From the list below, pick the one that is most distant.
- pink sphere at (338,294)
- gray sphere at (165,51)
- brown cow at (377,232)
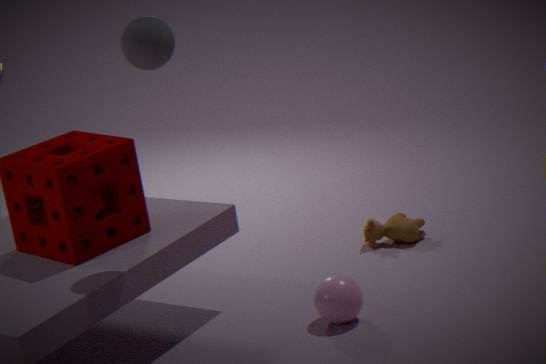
brown cow at (377,232)
